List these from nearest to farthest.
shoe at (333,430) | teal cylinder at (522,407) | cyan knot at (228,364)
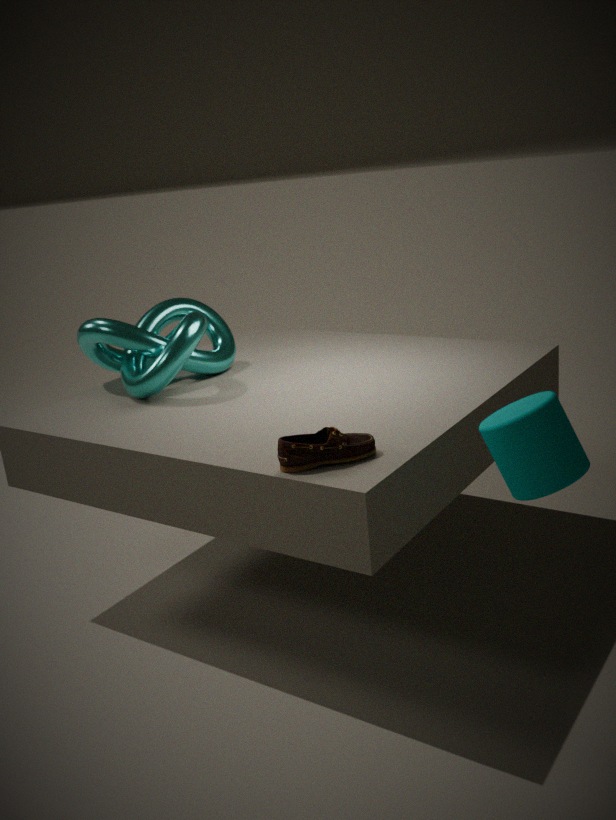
1. teal cylinder at (522,407)
2. shoe at (333,430)
3. cyan knot at (228,364)
